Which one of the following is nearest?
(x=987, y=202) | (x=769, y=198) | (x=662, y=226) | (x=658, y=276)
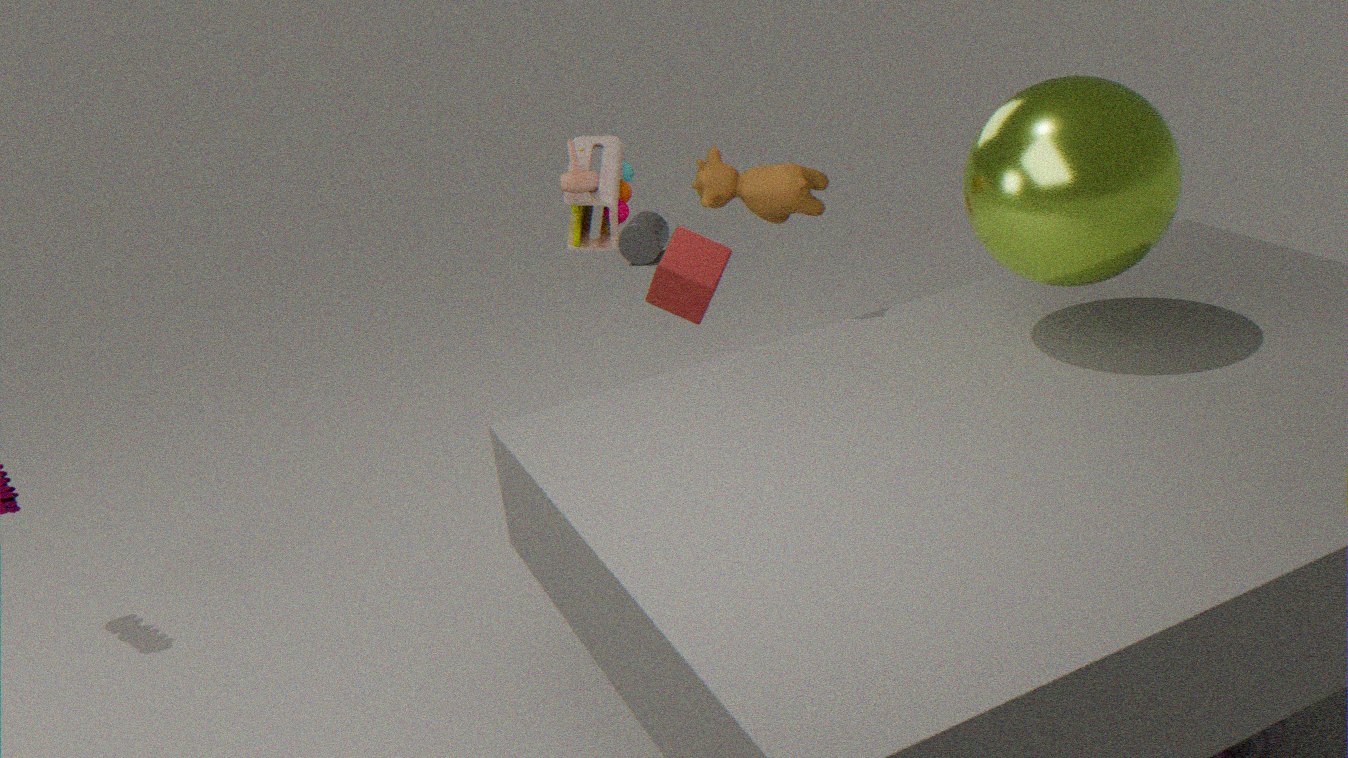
(x=987, y=202)
